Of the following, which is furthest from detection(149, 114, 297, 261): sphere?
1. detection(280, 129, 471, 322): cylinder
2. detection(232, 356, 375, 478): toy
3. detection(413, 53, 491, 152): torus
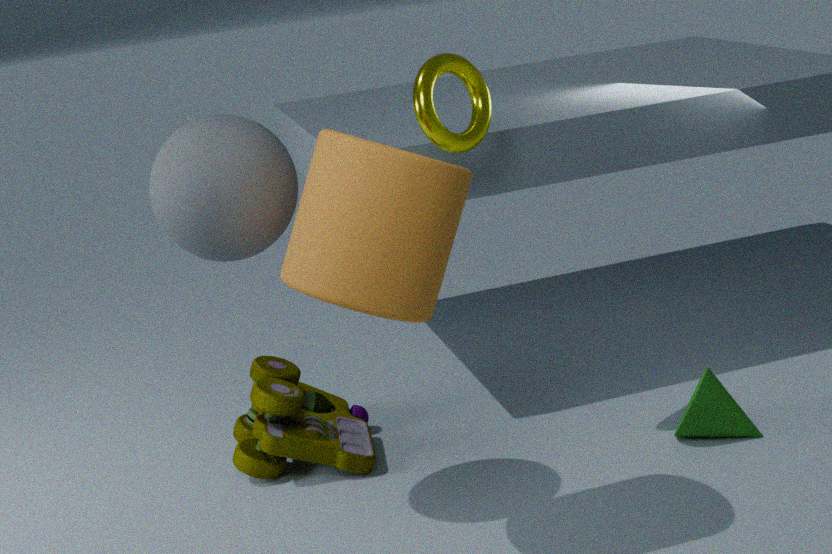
detection(232, 356, 375, 478): toy
